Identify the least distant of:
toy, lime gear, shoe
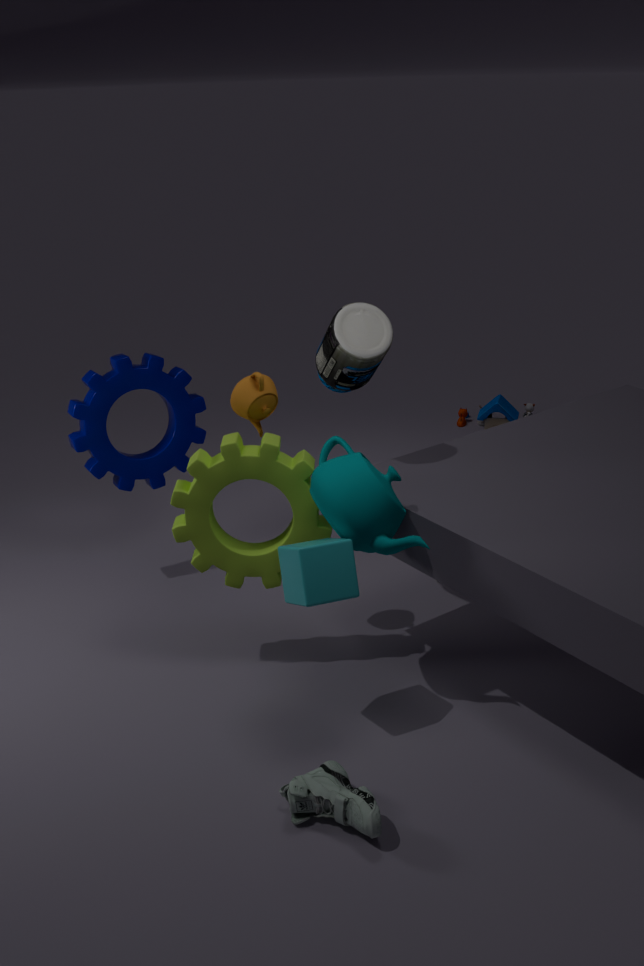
shoe
